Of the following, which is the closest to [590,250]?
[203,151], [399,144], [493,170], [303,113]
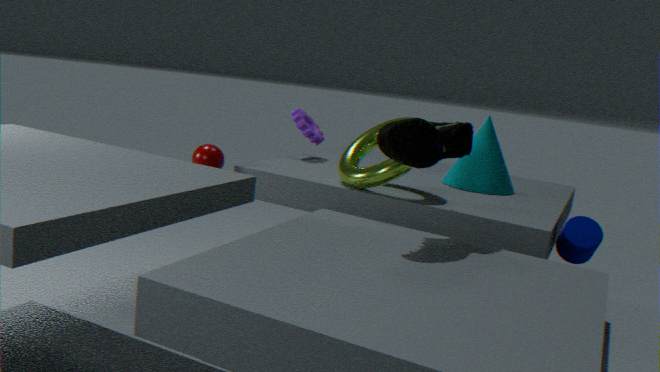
[493,170]
